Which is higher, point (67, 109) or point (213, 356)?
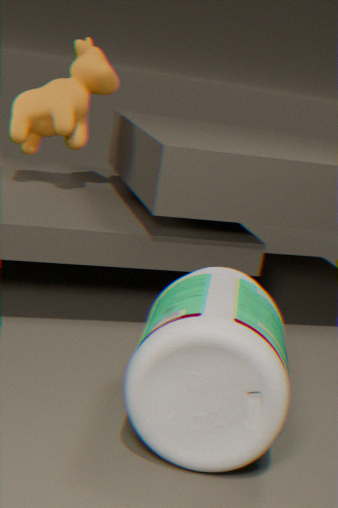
point (67, 109)
